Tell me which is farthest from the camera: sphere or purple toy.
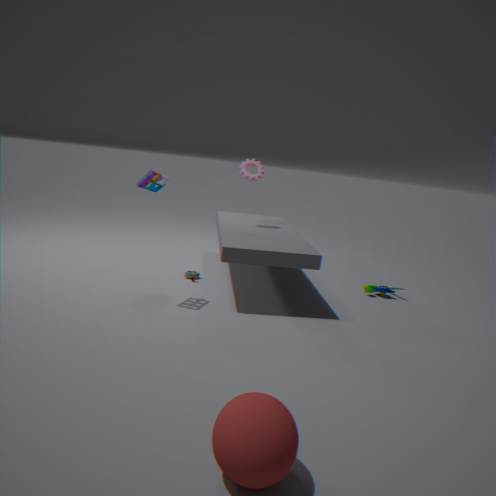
purple toy
